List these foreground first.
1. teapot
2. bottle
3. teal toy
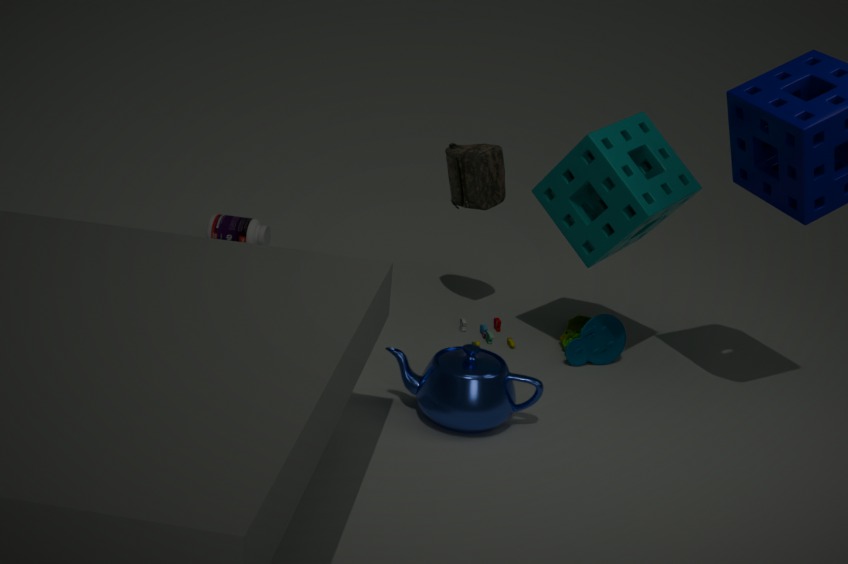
1. teapot
2. teal toy
3. bottle
